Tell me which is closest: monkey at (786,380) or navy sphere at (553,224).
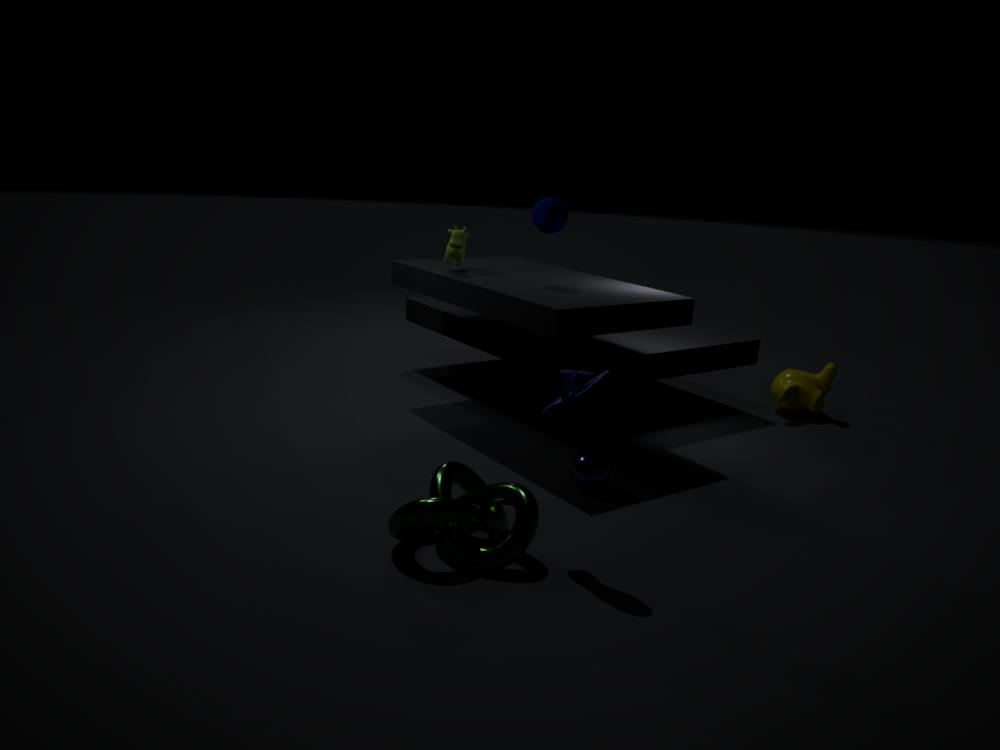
navy sphere at (553,224)
